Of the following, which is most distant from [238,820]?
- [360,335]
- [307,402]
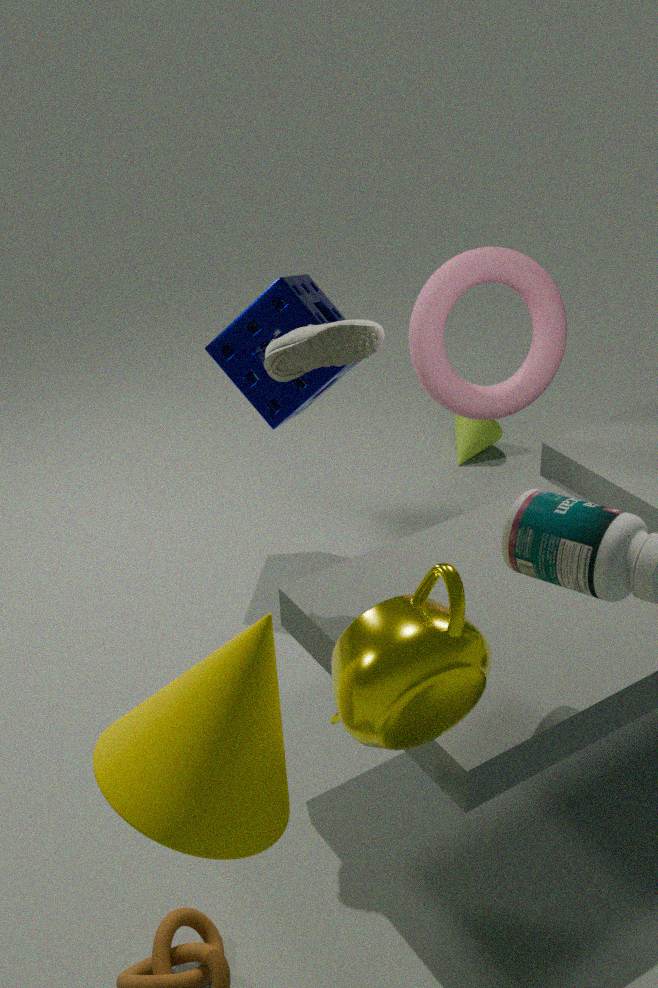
[307,402]
